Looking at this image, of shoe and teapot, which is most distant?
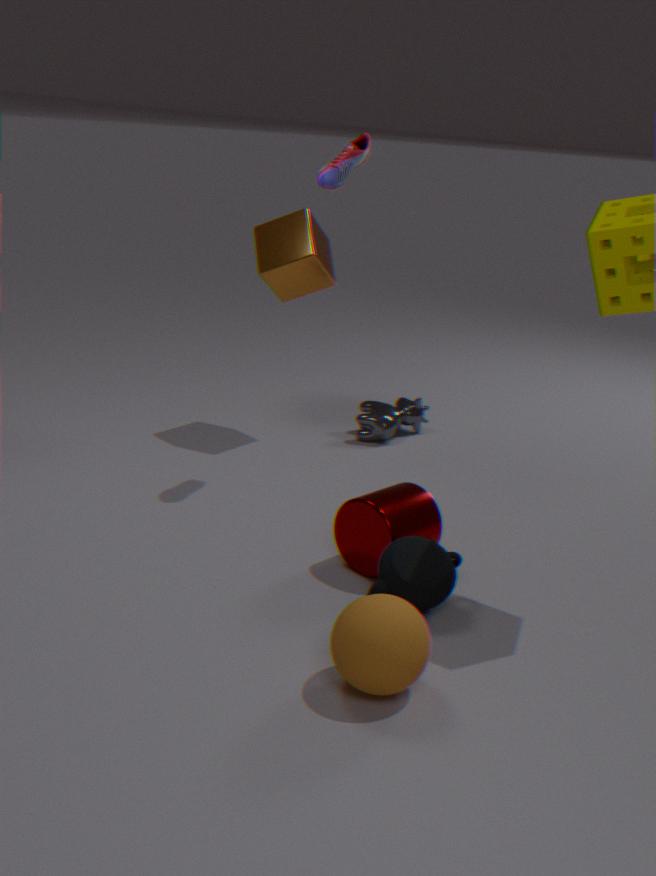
shoe
